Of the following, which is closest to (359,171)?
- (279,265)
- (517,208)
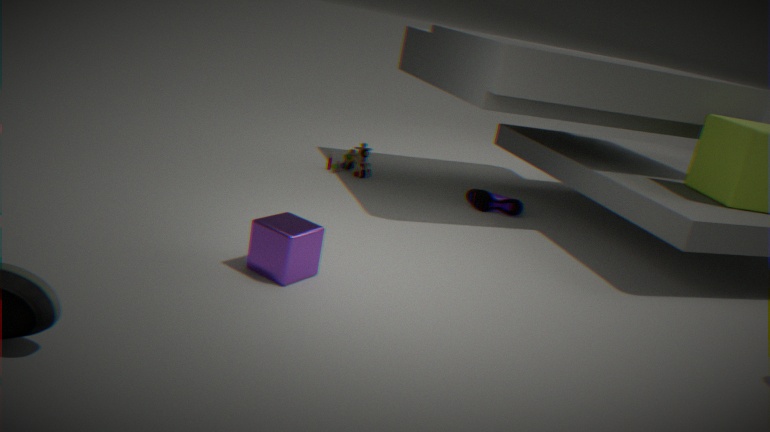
(517,208)
